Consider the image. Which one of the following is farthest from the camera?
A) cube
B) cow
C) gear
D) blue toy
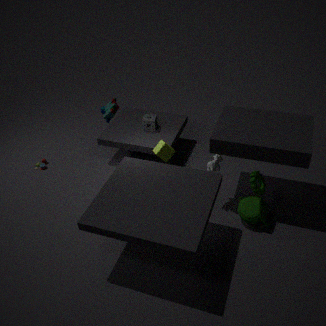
cube
